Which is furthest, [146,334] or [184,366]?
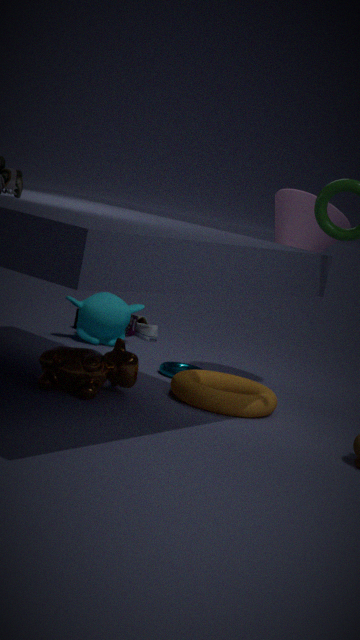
[146,334]
